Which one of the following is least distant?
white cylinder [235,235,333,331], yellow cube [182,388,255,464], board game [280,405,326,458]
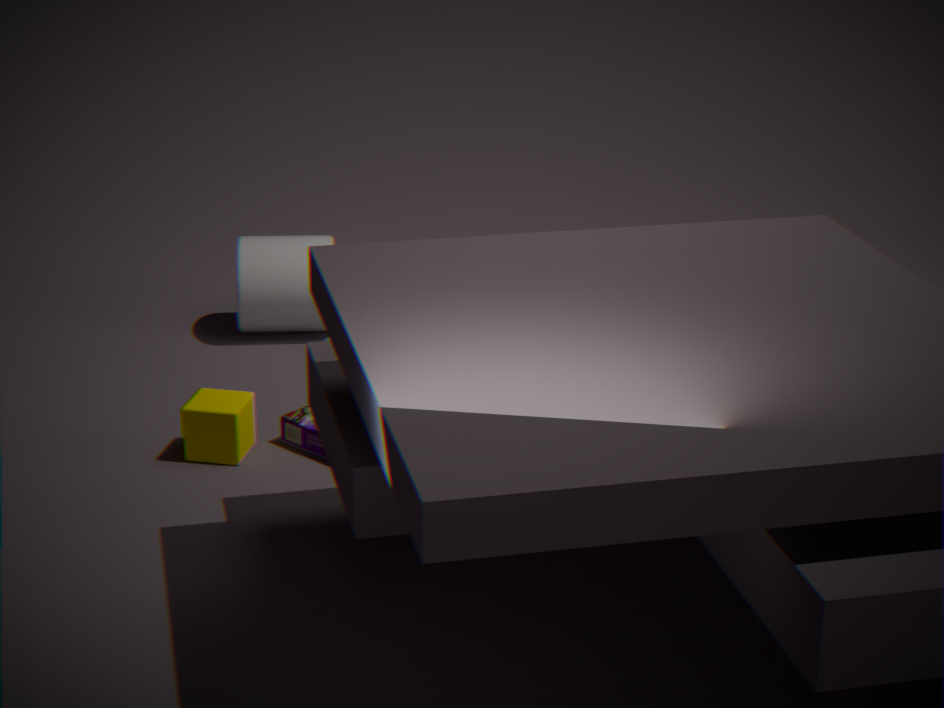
yellow cube [182,388,255,464]
